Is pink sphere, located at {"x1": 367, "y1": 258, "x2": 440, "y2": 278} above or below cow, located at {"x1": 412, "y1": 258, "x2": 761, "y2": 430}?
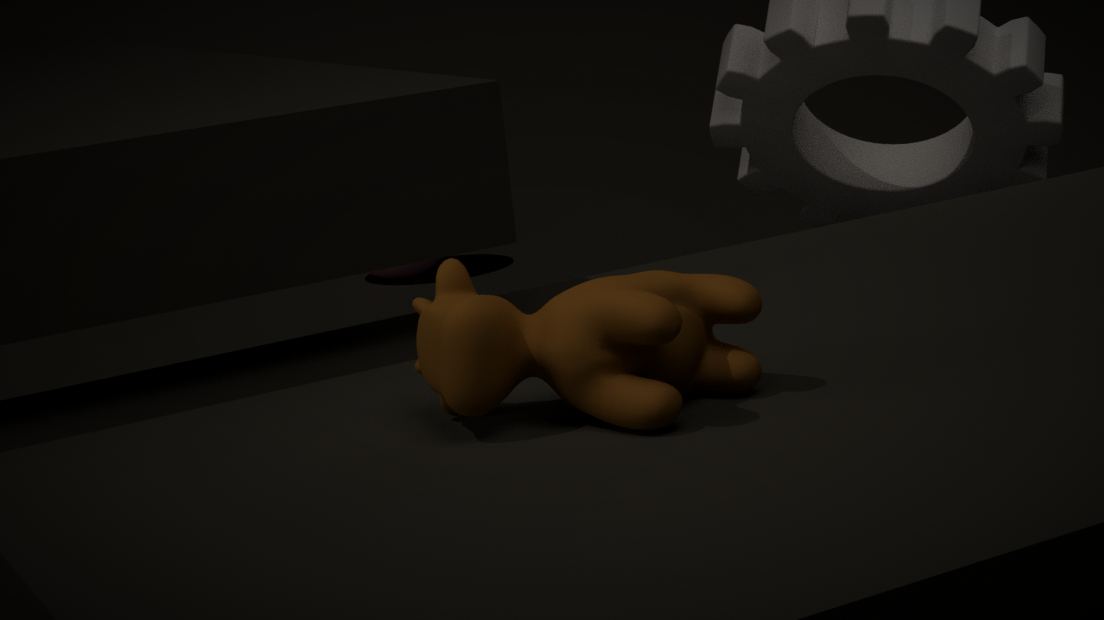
below
